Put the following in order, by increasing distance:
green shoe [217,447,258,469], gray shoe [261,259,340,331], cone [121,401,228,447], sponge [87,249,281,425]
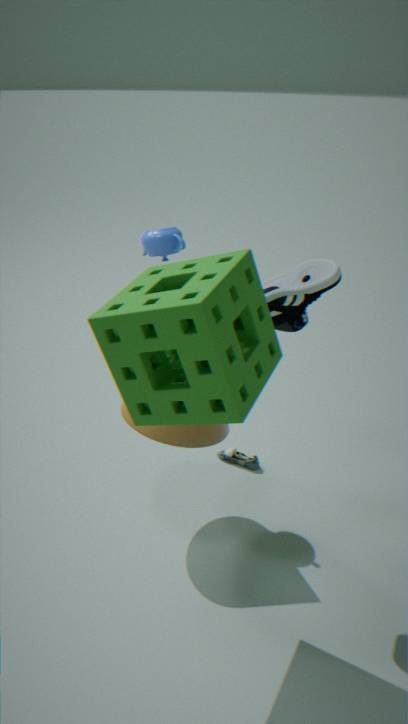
1. sponge [87,249,281,425]
2. gray shoe [261,259,340,331]
3. cone [121,401,228,447]
4. green shoe [217,447,258,469]
